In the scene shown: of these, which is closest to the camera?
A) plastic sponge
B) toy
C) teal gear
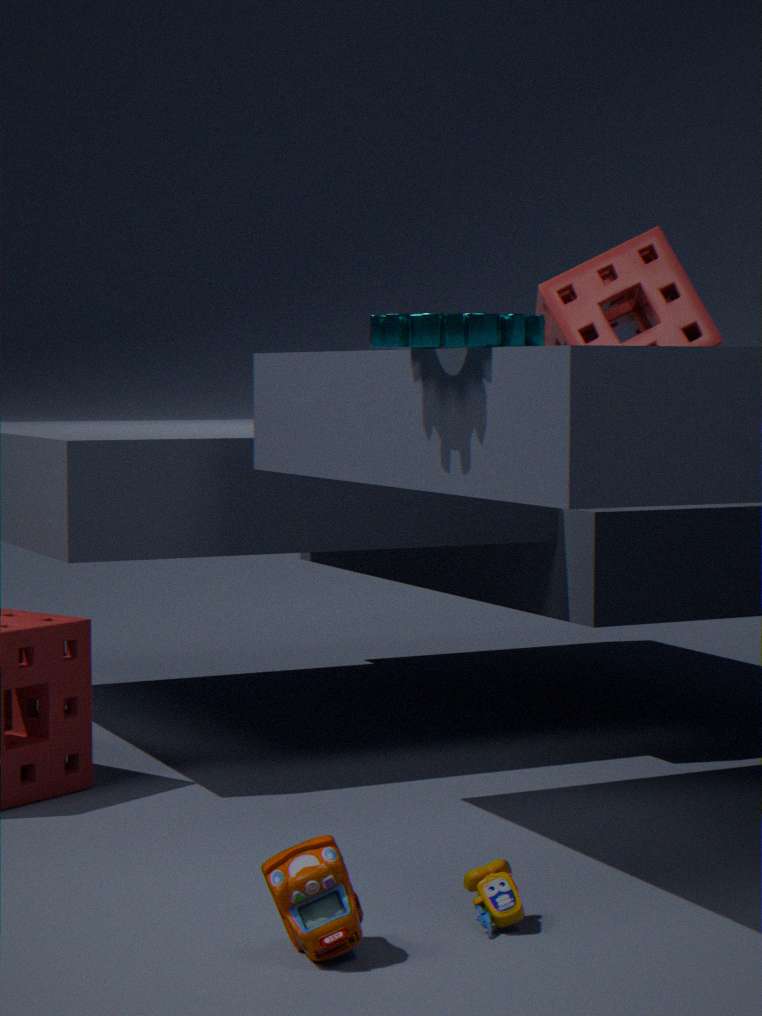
toy
